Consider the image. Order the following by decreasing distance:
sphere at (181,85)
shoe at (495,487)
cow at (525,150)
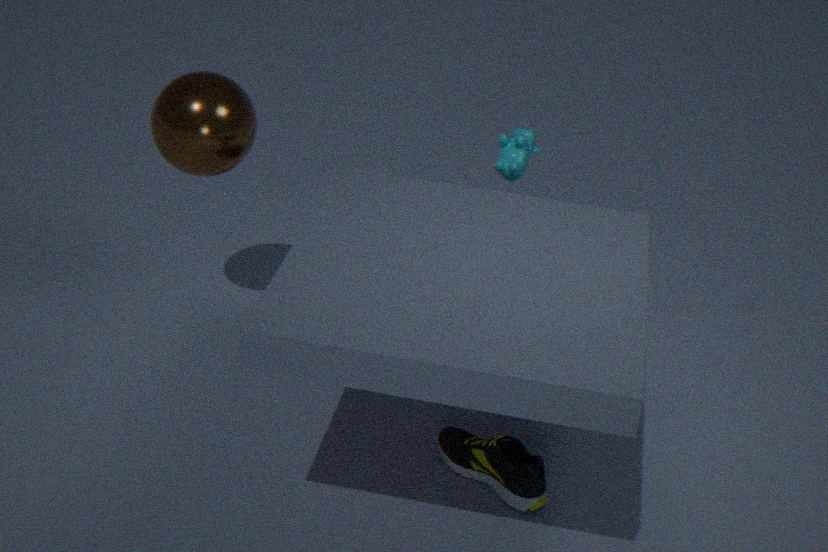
cow at (525,150) < sphere at (181,85) < shoe at (495,487)
